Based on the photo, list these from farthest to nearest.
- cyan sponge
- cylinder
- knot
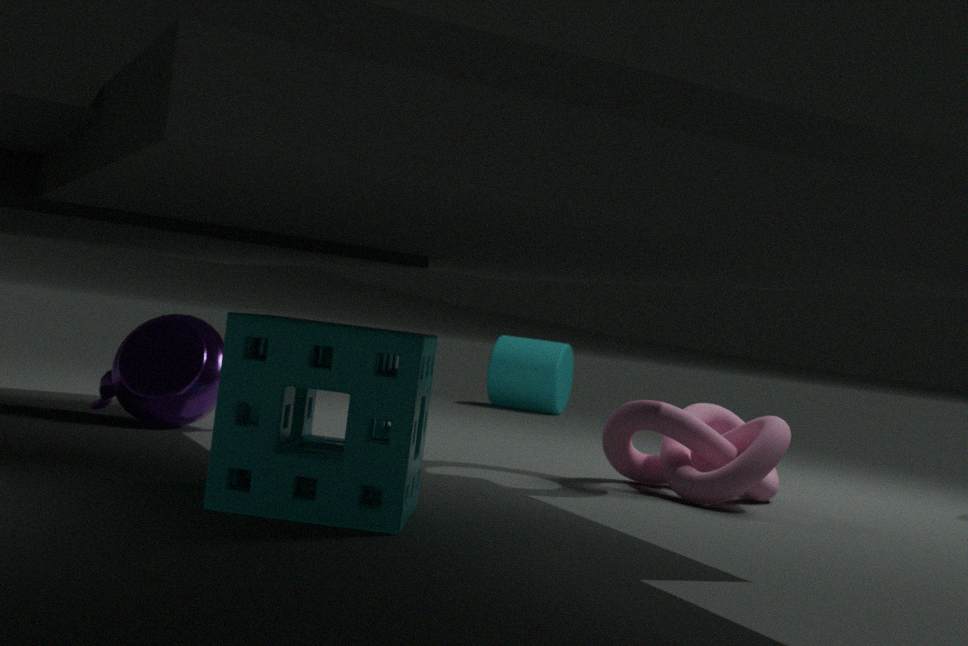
cylinder
knot
cyan sponge
